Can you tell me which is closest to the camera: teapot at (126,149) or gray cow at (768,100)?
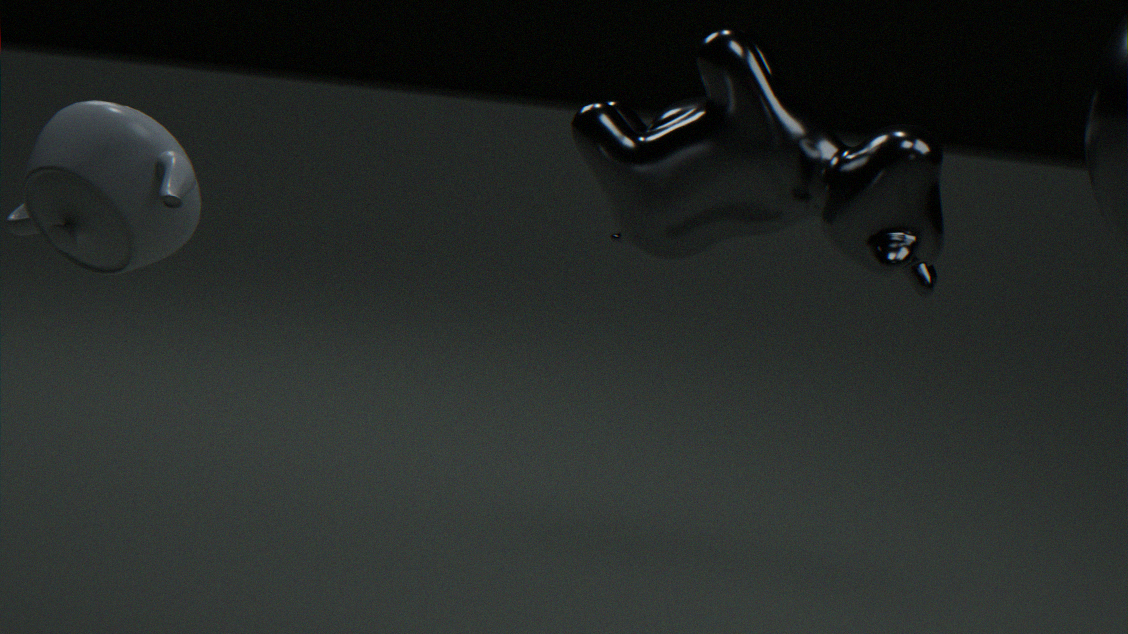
teapot at (126,149)
